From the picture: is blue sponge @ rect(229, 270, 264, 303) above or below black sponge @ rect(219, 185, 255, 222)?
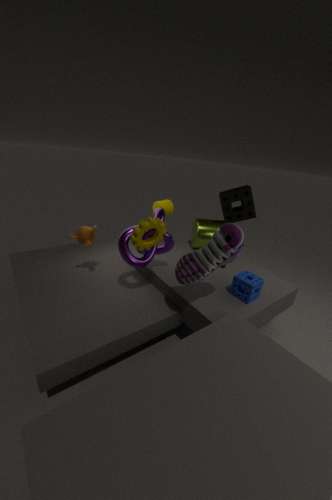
below
